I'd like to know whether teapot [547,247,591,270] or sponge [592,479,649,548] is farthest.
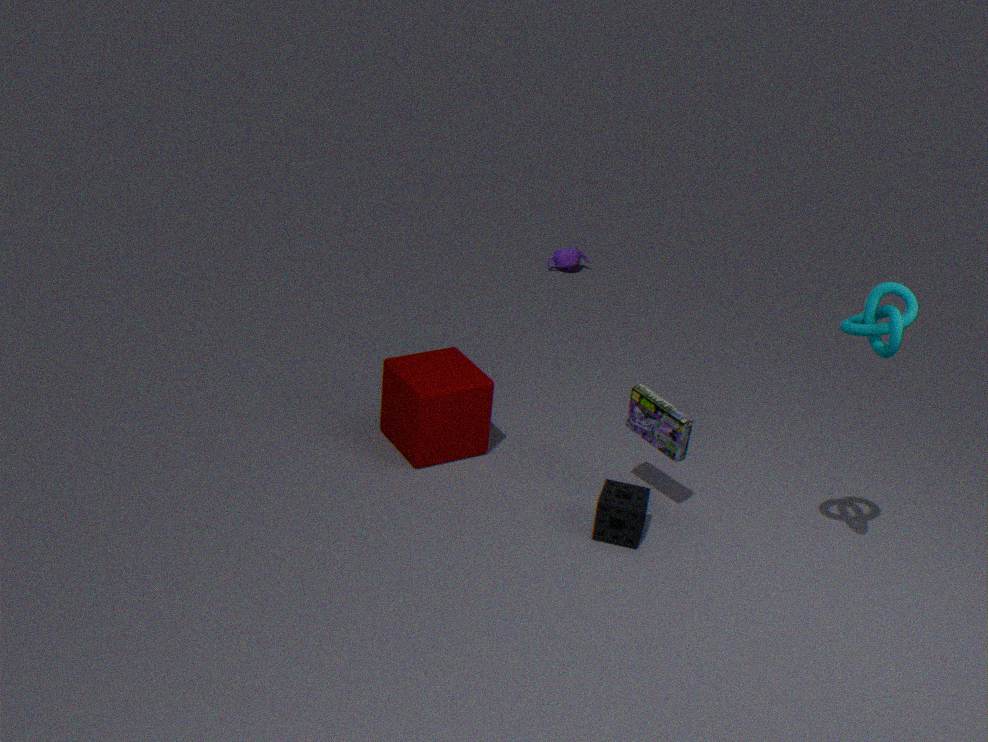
teapot [547,247,591,270]
